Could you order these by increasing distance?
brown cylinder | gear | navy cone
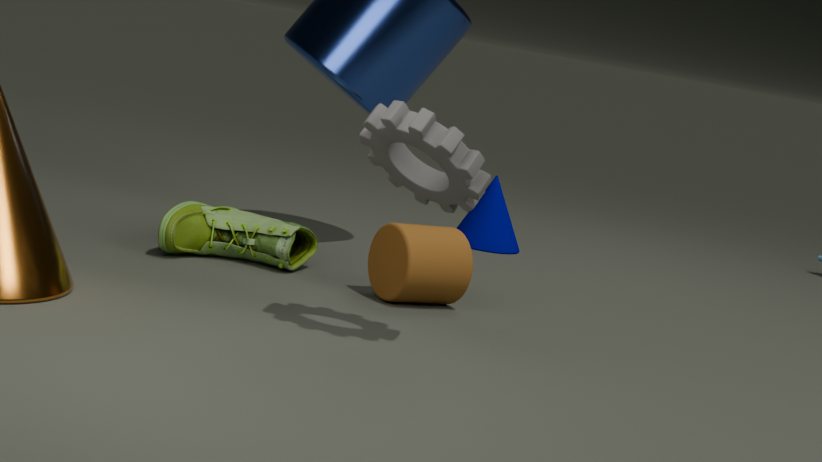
1. gear
2. brown cylinder
3. navy cone
